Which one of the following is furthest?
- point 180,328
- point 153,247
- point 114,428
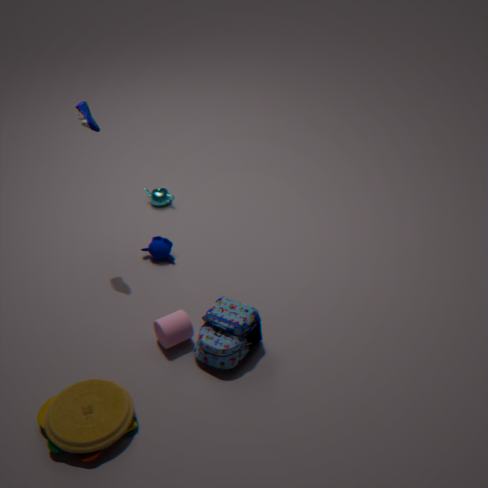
point 153,247
